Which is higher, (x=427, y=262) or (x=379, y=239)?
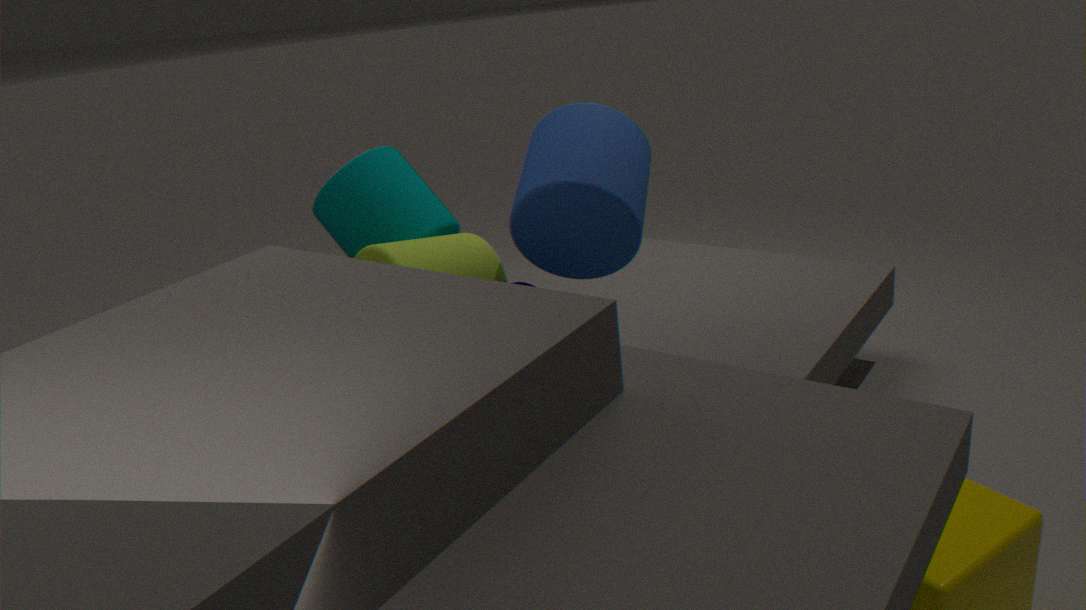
(x=379, y=239)
